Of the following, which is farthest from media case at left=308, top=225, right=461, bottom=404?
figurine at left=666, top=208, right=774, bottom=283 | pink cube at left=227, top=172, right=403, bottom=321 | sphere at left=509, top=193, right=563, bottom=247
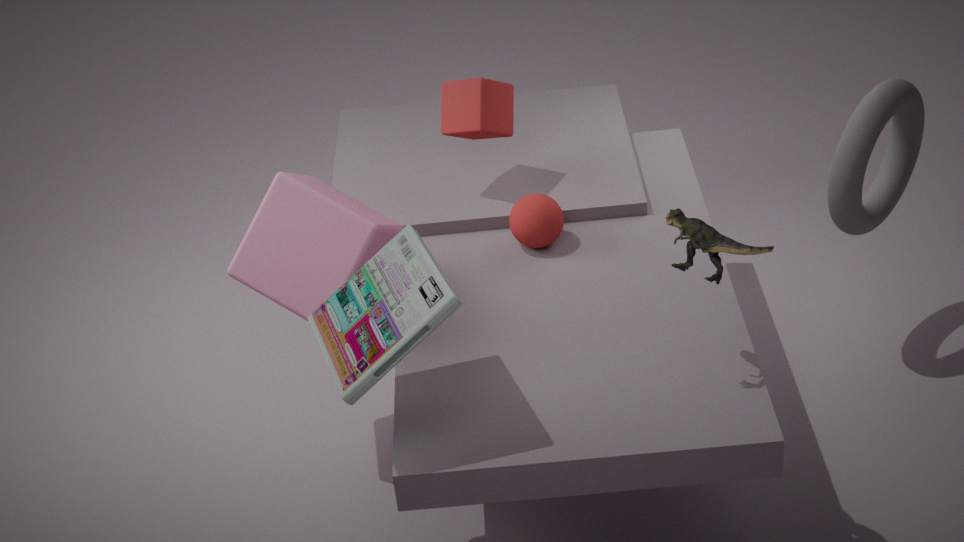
sphere at left=509, top=193, right=563, bottom=247
